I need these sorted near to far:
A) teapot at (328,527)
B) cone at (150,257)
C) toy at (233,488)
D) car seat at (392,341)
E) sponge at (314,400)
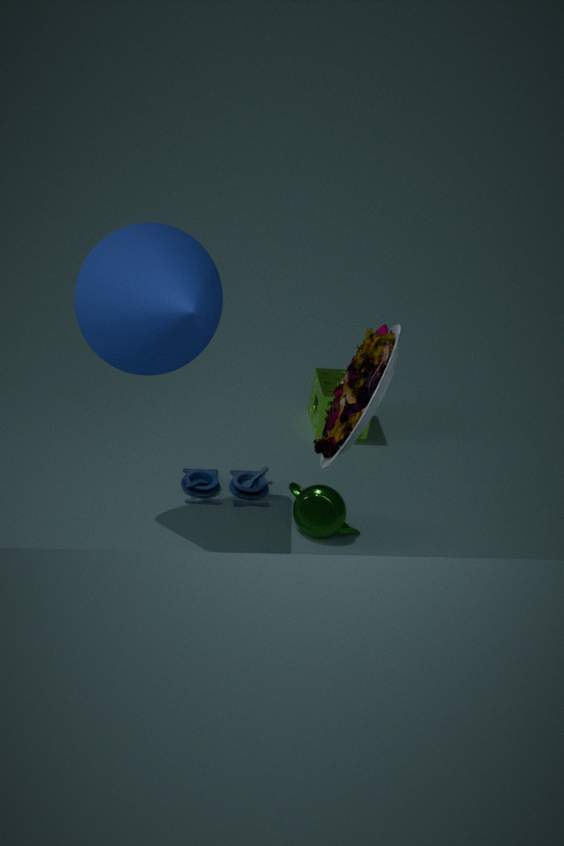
car seat at (392,341) < cone at (150,257) < teapot at (328,527) < toy at (233,488) < sponge at (314,400)
